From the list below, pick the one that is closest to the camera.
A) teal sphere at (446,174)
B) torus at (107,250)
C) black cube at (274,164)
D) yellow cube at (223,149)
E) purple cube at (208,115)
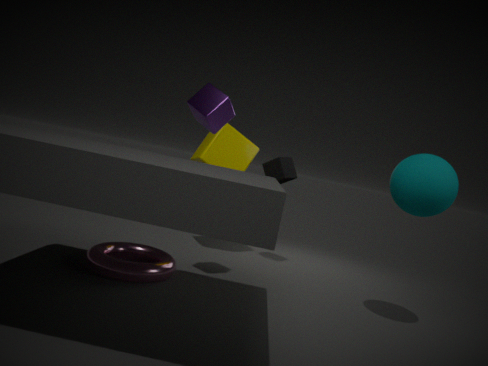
teal sphere at (446,174)
